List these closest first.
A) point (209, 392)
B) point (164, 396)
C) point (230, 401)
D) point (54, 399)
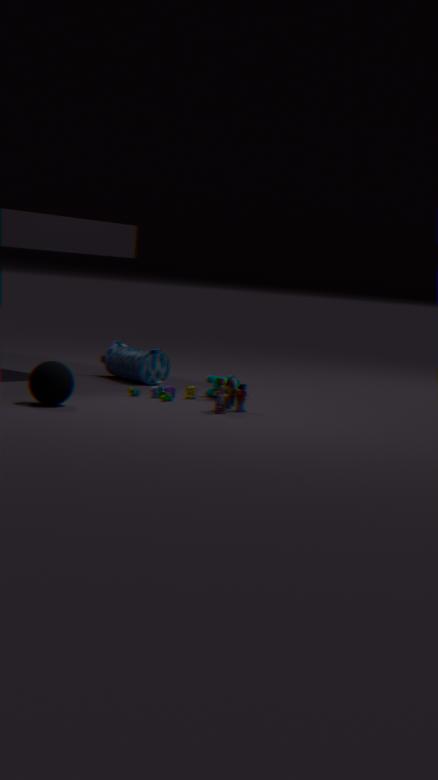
point (54, 399) → point (230, 401) → point (164, 396) → point (209, 392)
